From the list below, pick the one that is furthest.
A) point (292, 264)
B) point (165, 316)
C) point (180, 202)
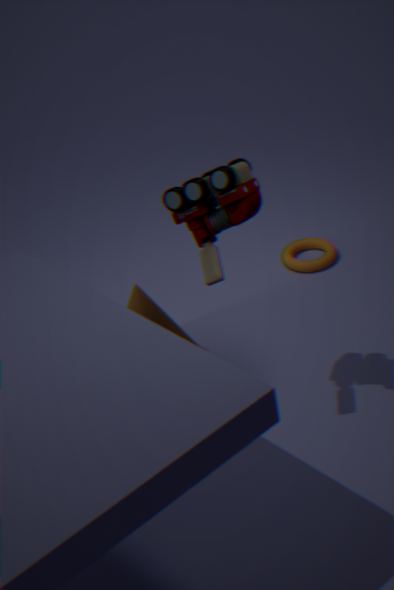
A. point (292, 264)
